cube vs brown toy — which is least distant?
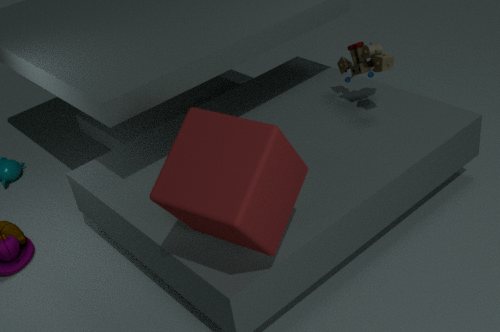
cube
